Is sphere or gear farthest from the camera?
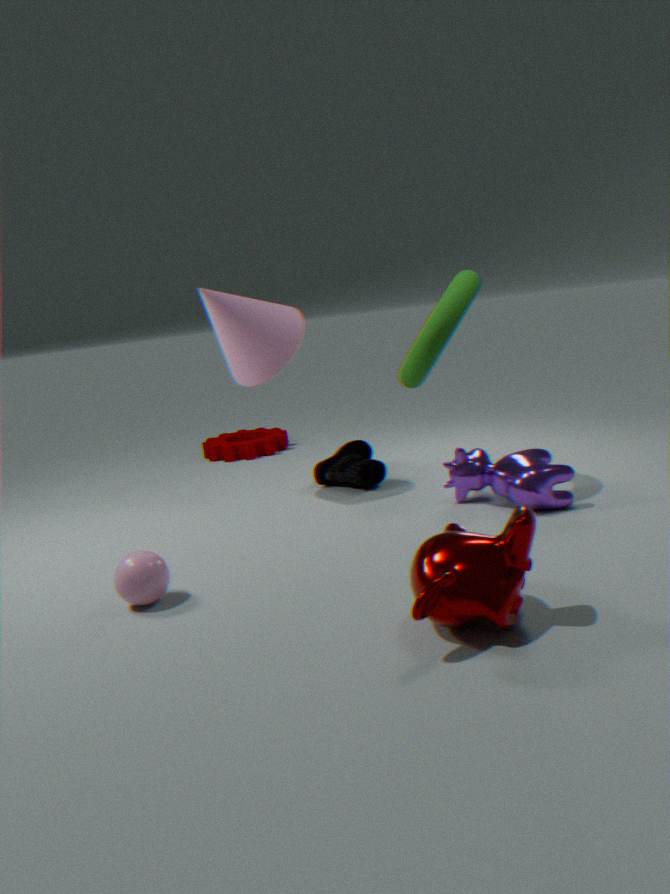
gear
